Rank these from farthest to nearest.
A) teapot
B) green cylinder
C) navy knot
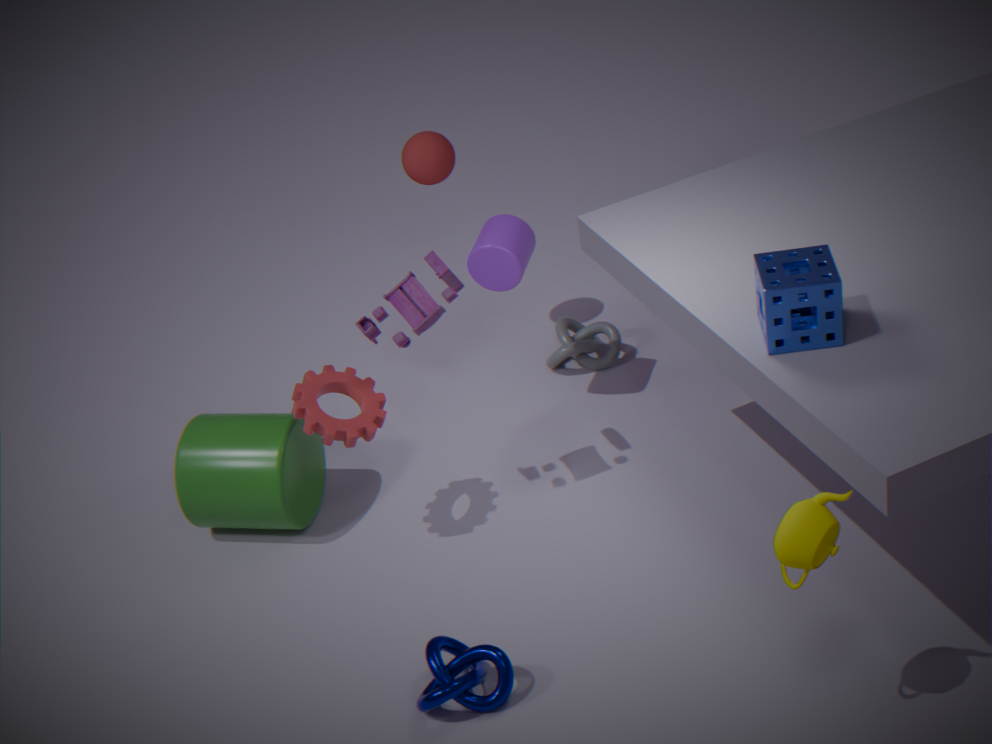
green cylinder, navy knot, teapot
